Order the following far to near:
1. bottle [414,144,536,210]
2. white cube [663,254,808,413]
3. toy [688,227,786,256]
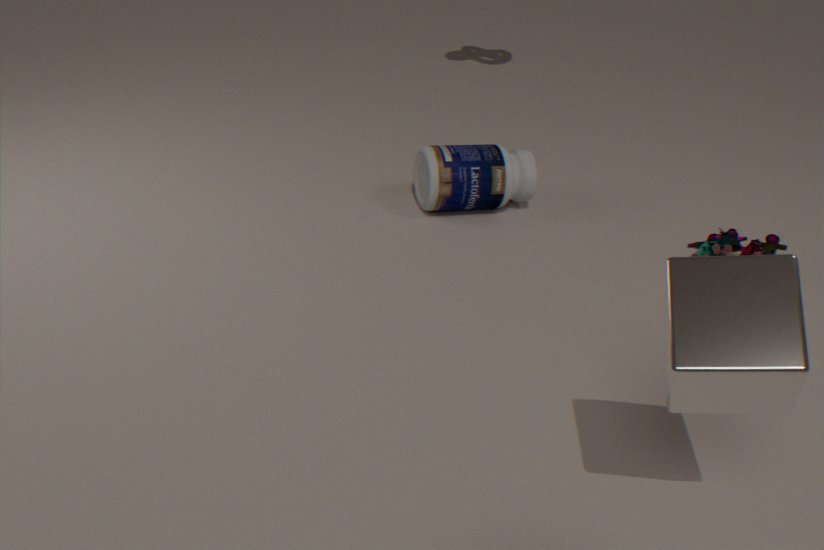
bottle [414,144,536,210] → toy [688,227,786,256] → white cube [663,254,808,413]
